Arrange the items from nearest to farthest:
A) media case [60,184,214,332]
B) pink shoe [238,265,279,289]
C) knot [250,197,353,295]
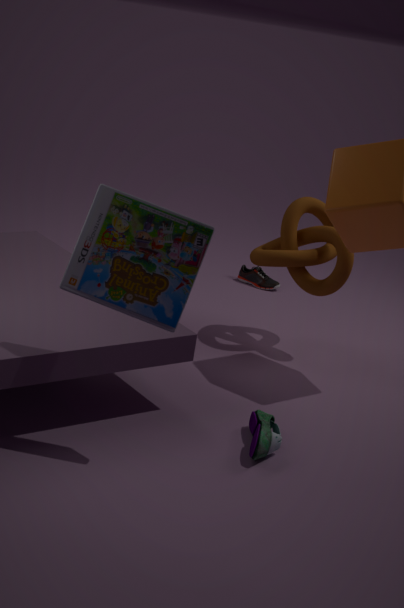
media case [60,184,214,332]
knot [250,197,353,295]
pink shoe [238,265,279,289]
